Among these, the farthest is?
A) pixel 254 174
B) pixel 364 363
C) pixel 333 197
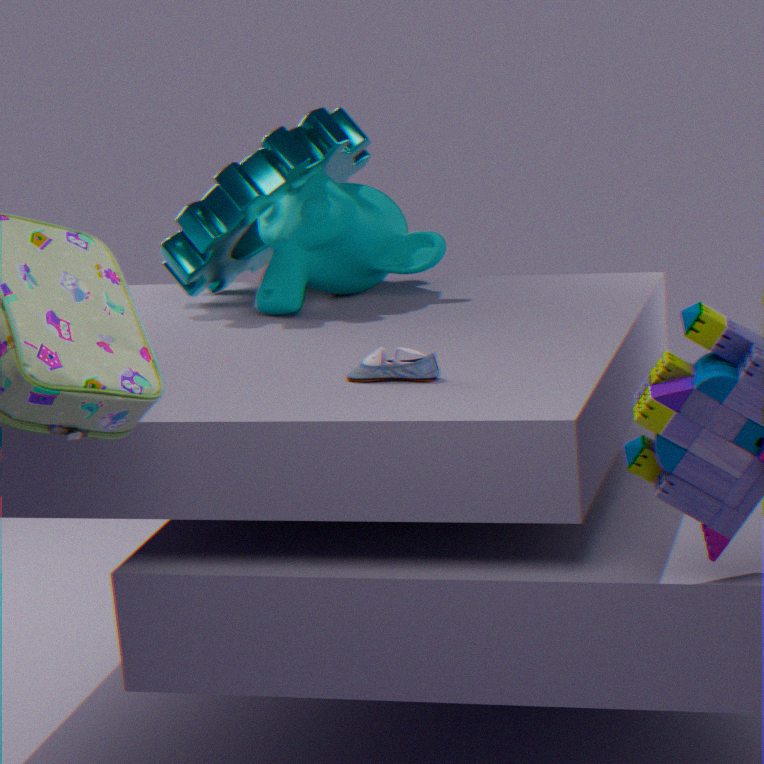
pixel 333 197
